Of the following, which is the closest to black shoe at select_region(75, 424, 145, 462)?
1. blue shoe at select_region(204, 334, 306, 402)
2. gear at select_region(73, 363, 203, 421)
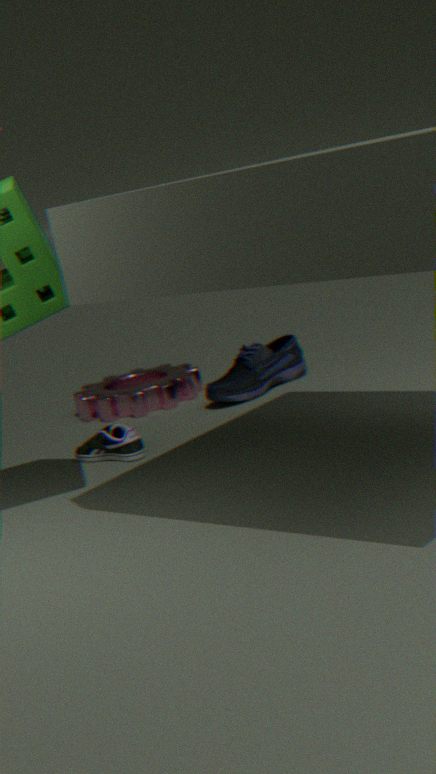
gear at select_region(73, 363, 203, 421)
